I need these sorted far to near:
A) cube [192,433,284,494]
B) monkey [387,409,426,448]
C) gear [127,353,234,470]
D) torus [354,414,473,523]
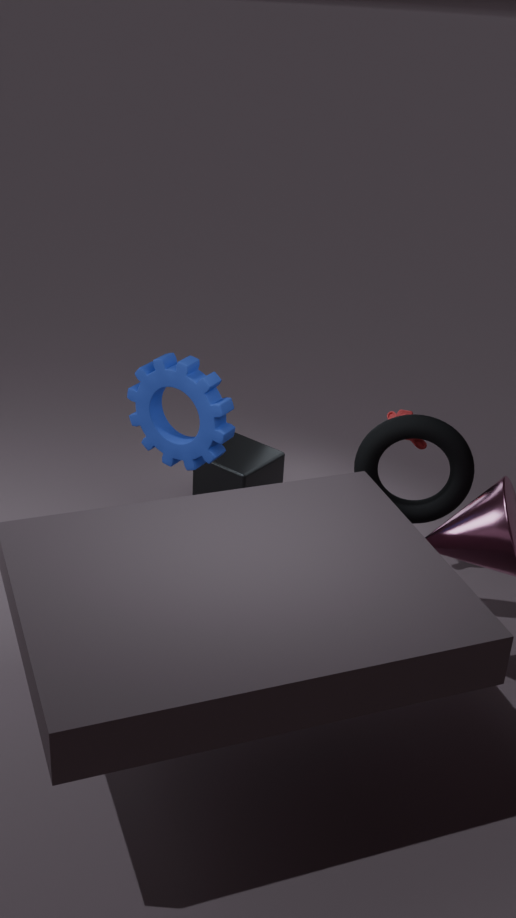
cube [192,433,284,494] < monkey [387,409,426,448] < gear [127,353,234,470] < torus [354,414,473,523]
